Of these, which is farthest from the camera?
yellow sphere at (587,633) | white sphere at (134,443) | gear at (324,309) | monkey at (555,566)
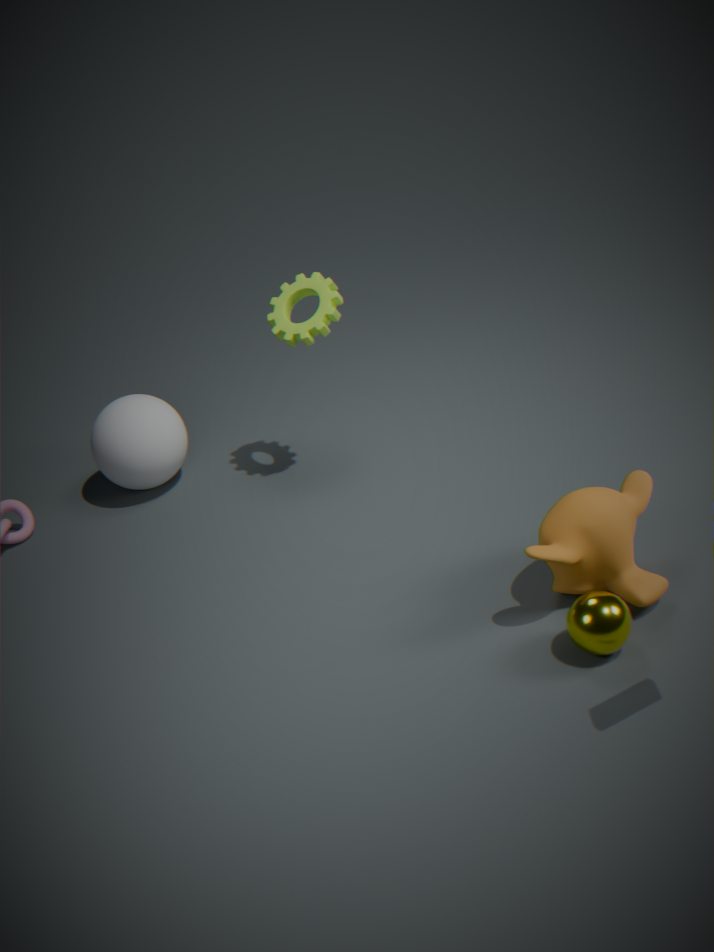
white sphere at (134,443)
